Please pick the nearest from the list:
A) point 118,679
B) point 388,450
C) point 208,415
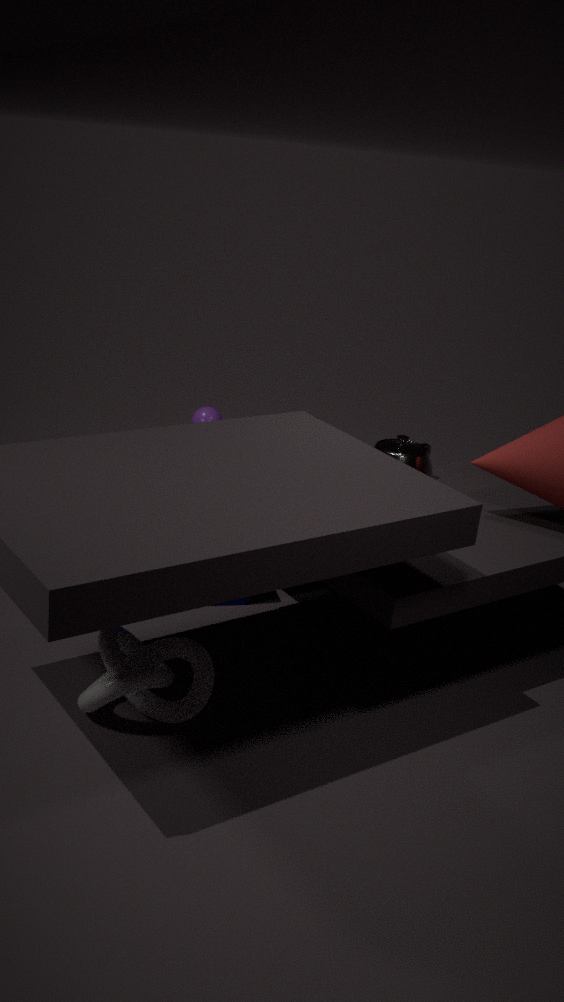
point 118,679
